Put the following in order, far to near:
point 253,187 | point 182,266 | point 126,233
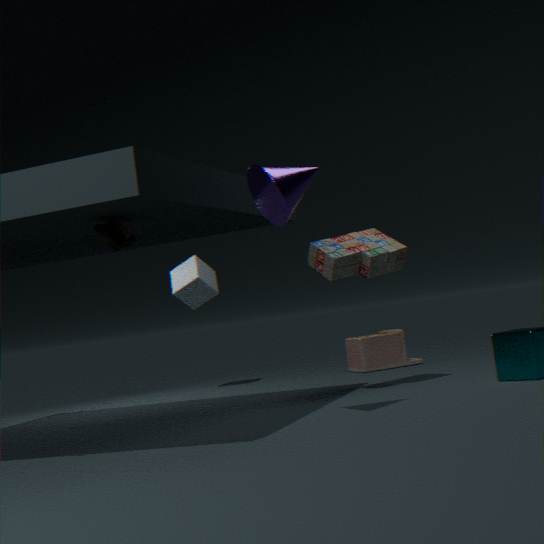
point 182,266, point 253,187, point 126,233
